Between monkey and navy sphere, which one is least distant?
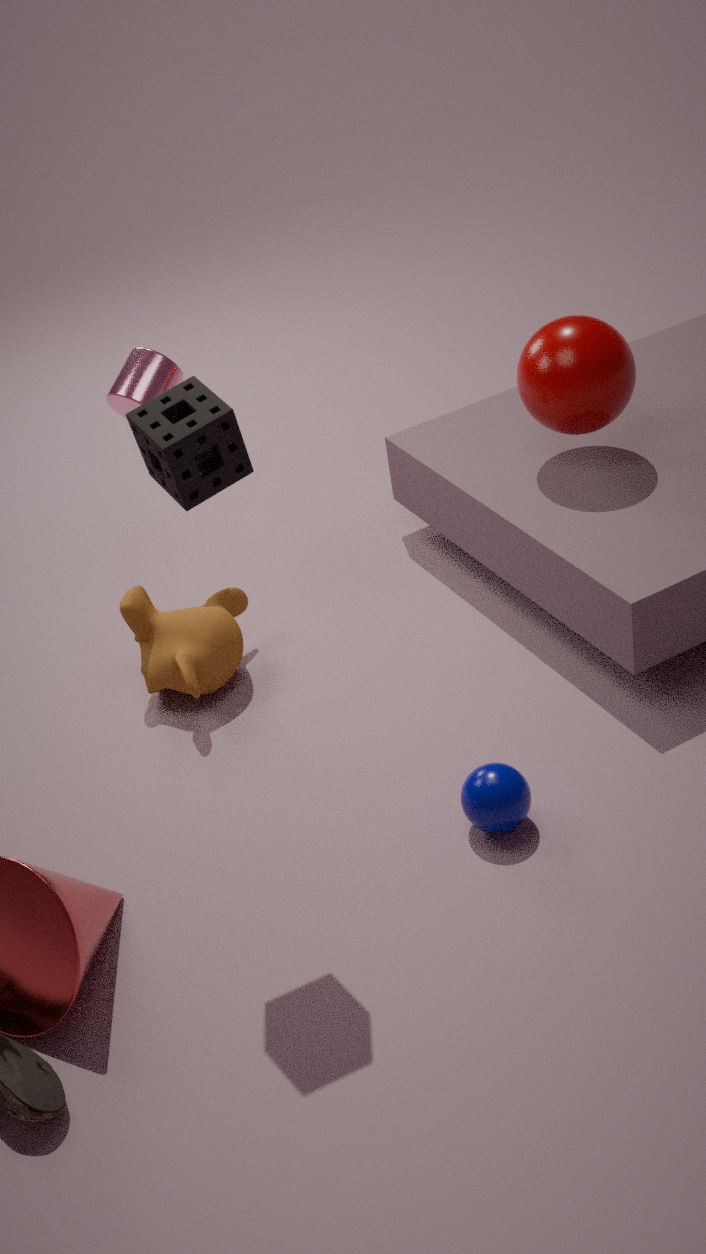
navy sphere
